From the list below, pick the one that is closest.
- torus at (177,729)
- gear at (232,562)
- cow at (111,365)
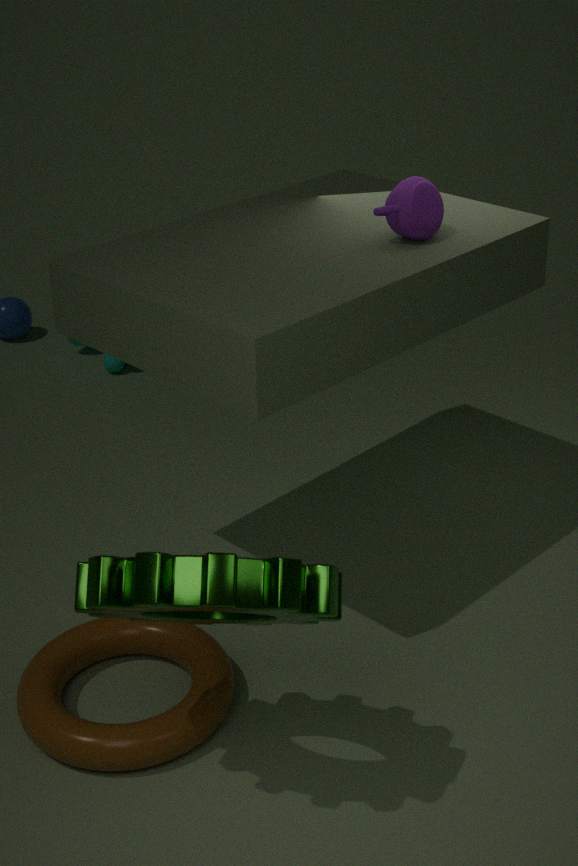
gear at (232,562)
